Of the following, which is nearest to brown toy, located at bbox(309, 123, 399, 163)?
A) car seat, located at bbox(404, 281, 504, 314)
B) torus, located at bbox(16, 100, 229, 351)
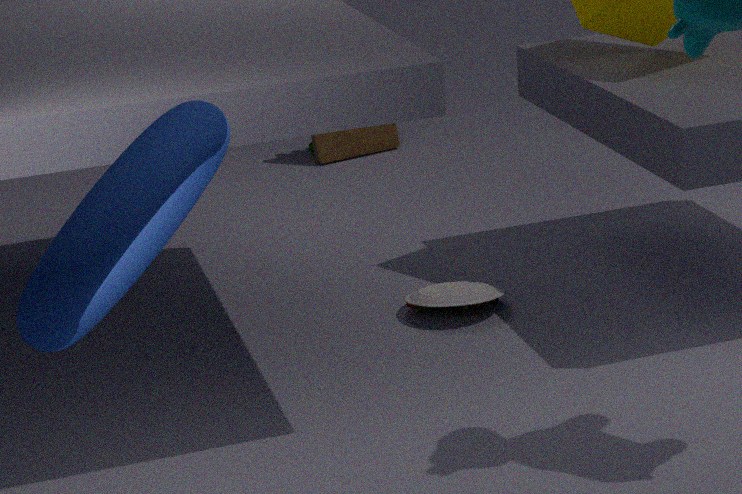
car seat, located at bbox(404, 281, 504, 314)
